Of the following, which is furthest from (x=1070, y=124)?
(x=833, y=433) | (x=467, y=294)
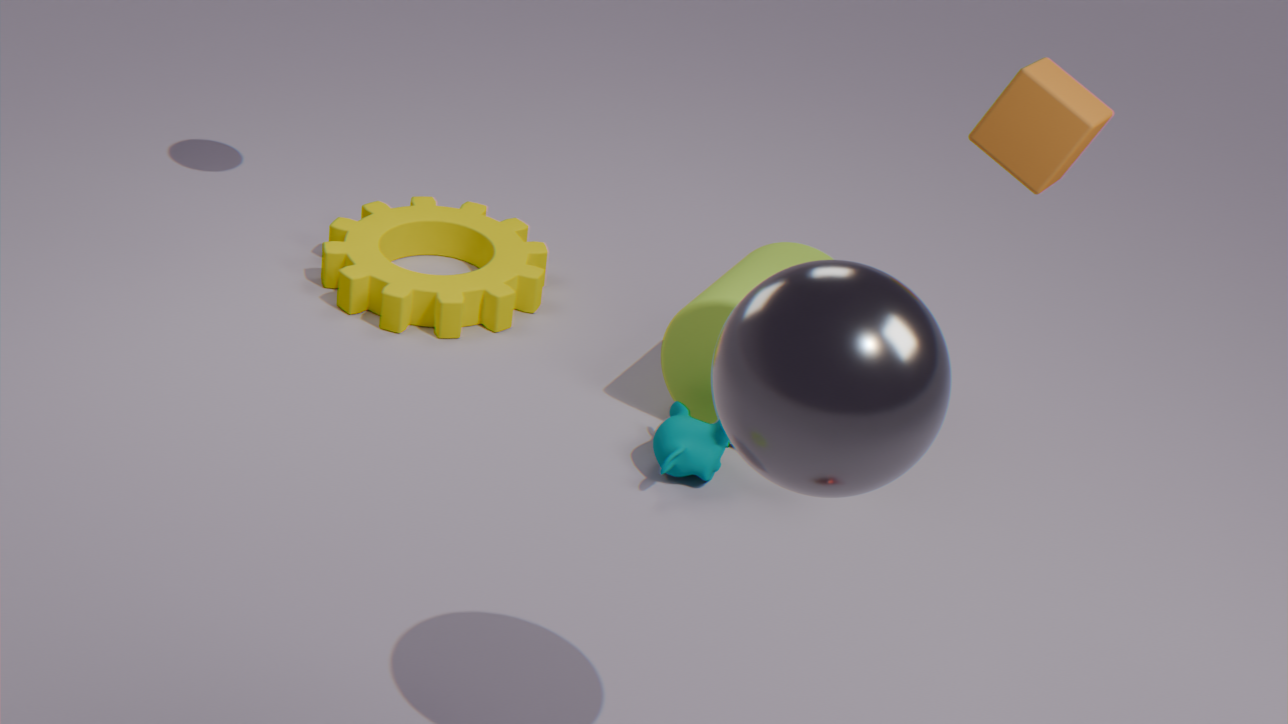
(x=467, y=294)
